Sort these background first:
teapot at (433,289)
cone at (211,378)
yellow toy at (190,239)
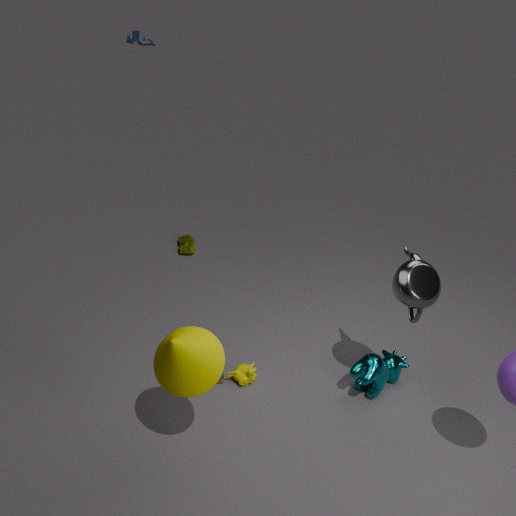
1. yellow toy at (190,239)
2. teapot at (433,289)
3. cone at (211,378)
